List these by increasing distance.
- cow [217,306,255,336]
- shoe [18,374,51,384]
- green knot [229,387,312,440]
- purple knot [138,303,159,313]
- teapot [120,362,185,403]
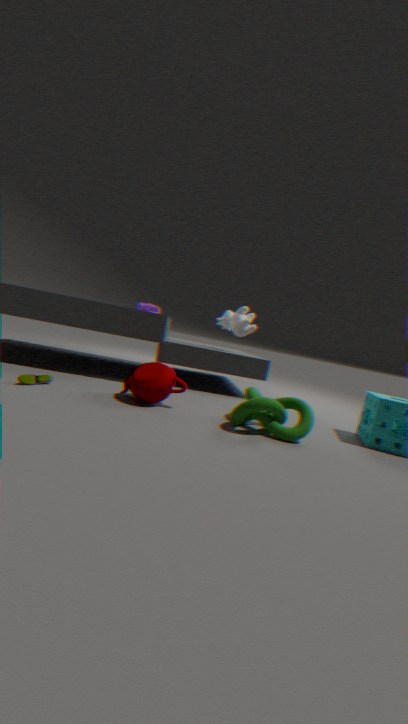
1. green knot [229,387,312,440]
2. shoe [18,374,51,384]
3. teapot [120,362,185,403]
4. cow [217,306,255,336]
5. purple knot [138,303,159,313]
